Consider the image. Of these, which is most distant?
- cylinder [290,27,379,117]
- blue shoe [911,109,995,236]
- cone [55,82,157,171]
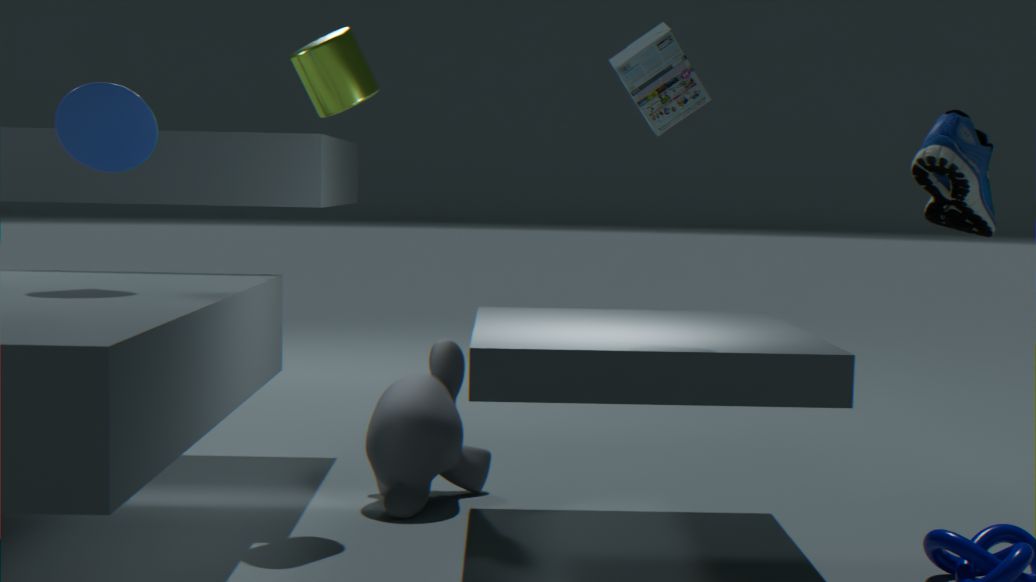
cylinder [290,27,379,117]
